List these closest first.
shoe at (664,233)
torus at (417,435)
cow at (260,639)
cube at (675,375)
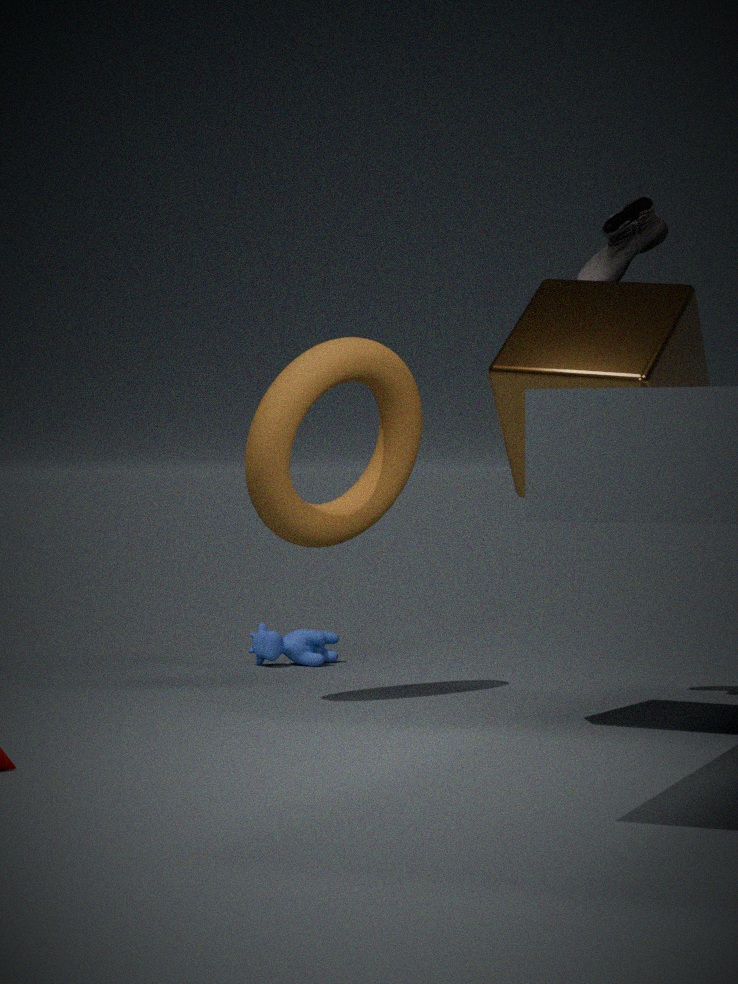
cube at (675,375) → shoe at (664,233) → torus at (417,435) → cow at (260,639)
